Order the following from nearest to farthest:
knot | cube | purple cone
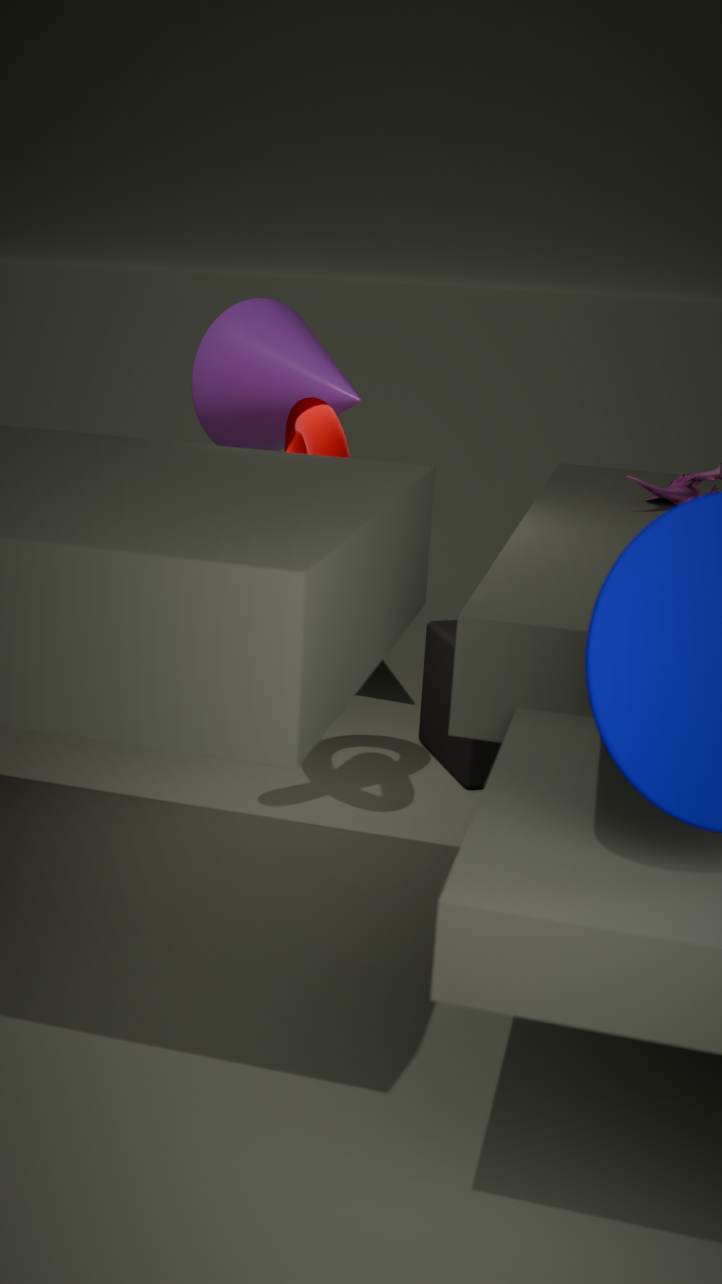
knot → purple cone → cube
